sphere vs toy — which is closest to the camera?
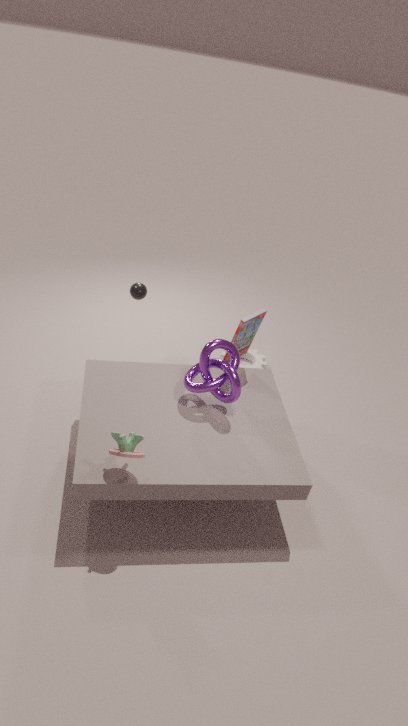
toy
